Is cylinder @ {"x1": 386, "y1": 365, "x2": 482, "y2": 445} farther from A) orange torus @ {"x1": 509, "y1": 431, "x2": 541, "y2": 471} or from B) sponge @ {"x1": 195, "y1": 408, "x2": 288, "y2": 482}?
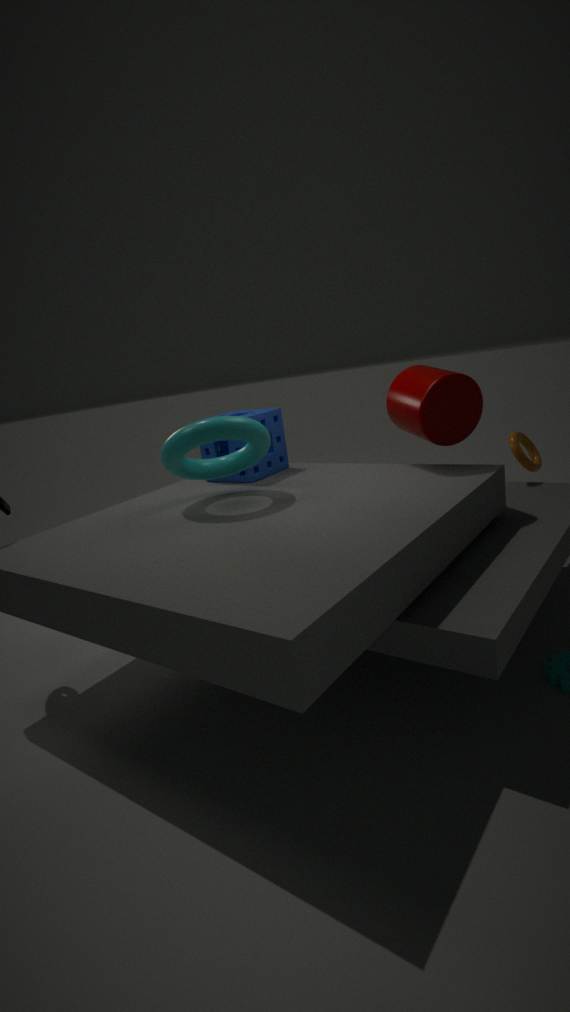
B) sponge @ {"x1": 195, "y1": 408, "x2": 288, "y2": 482}
